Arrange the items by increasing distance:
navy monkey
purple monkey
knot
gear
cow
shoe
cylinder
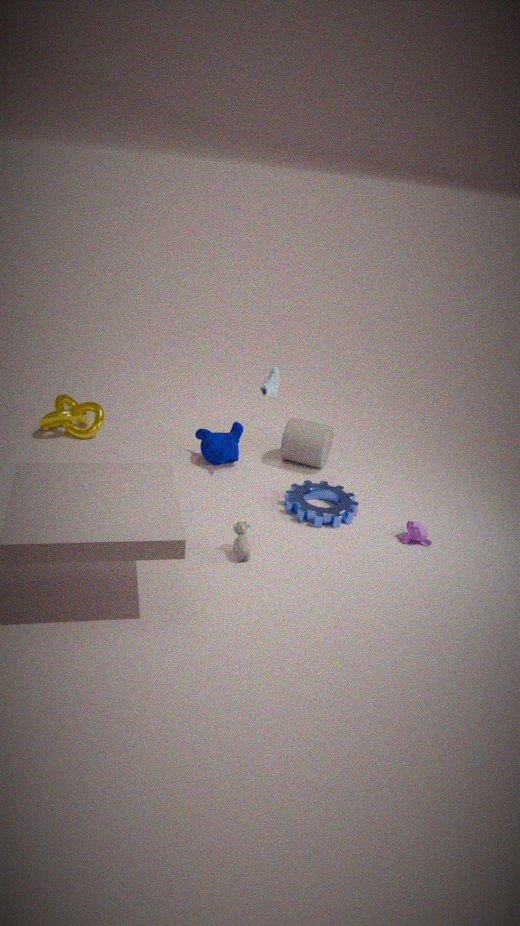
cow < purple monkey < gear < shoe < navy monkey < cylinder < knot
